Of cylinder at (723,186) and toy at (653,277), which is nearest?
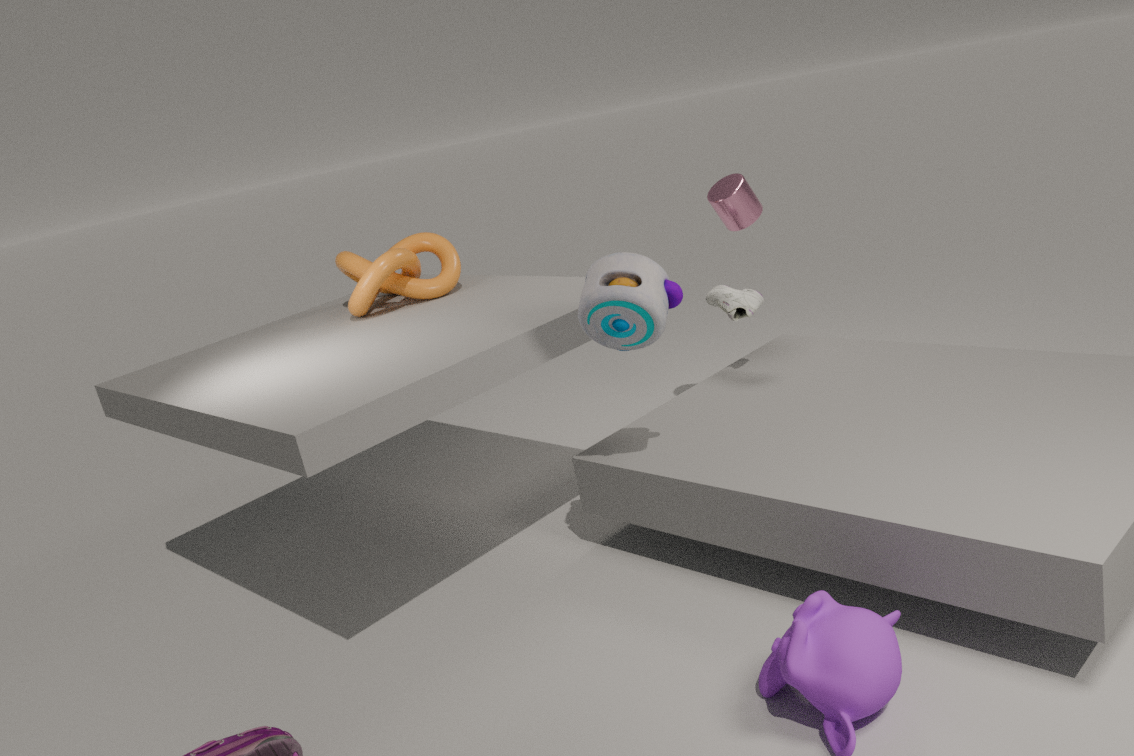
toy at (653,277)
